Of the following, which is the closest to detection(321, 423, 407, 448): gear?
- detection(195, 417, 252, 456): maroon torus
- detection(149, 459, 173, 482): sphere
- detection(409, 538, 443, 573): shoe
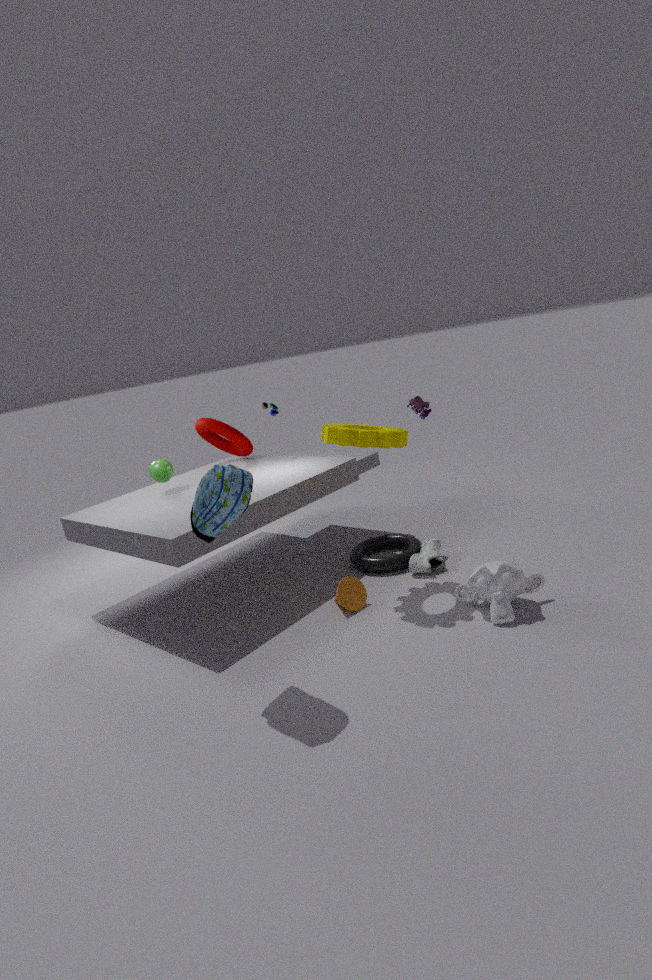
detection(409, 538, 443, 573): shoe
